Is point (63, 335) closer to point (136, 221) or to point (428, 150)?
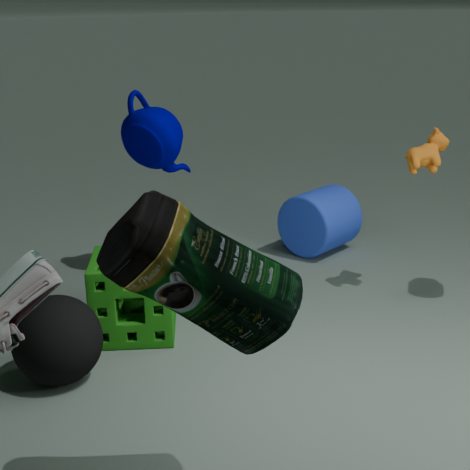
point (136, 221)
